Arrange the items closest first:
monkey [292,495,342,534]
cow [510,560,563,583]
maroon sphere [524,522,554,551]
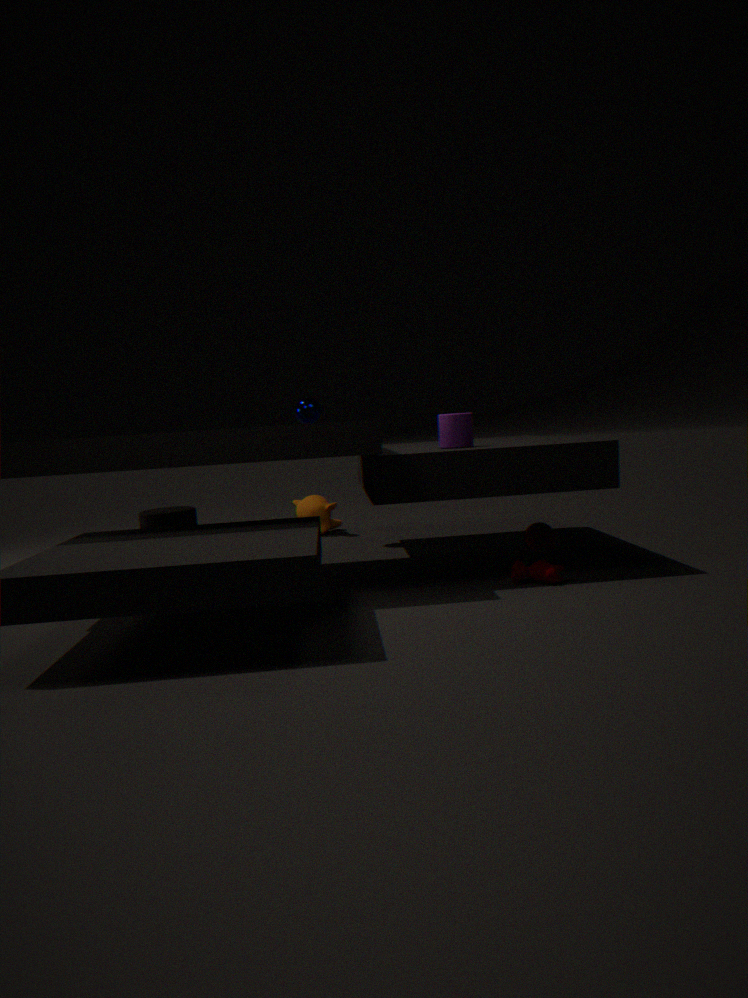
cow [510,560,563,583] → maroon sphere [524,522,554,551] → monkey [292,495,342,534]
